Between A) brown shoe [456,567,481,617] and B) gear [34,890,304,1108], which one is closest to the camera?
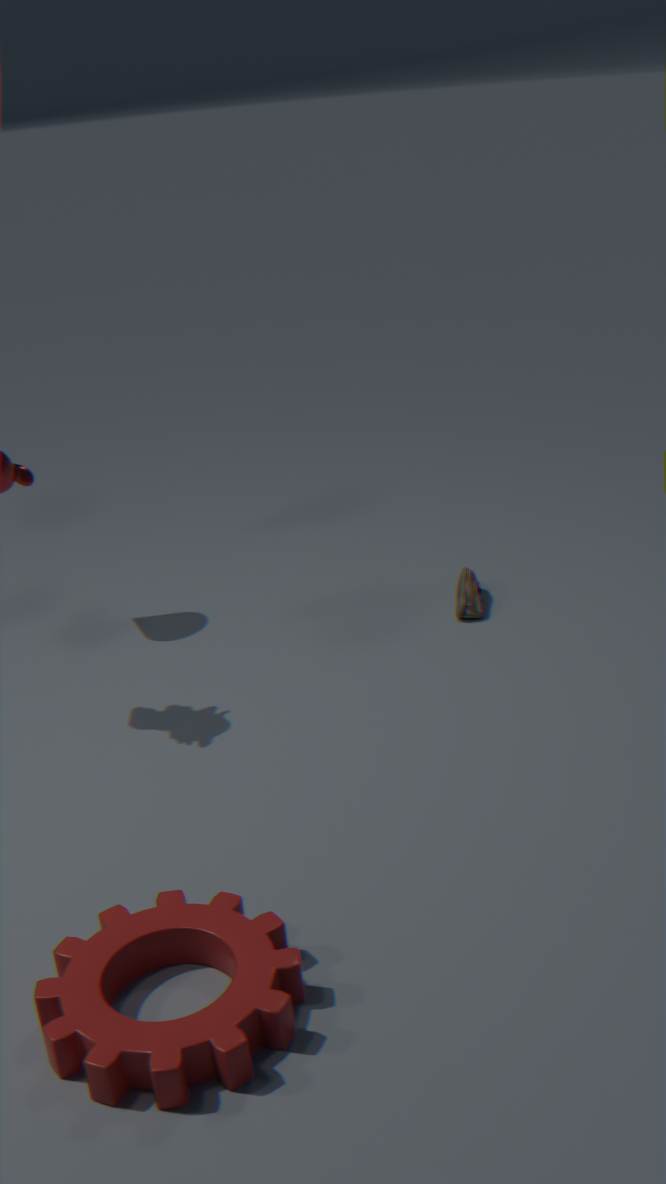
B. gear [34,890,304,1108]
